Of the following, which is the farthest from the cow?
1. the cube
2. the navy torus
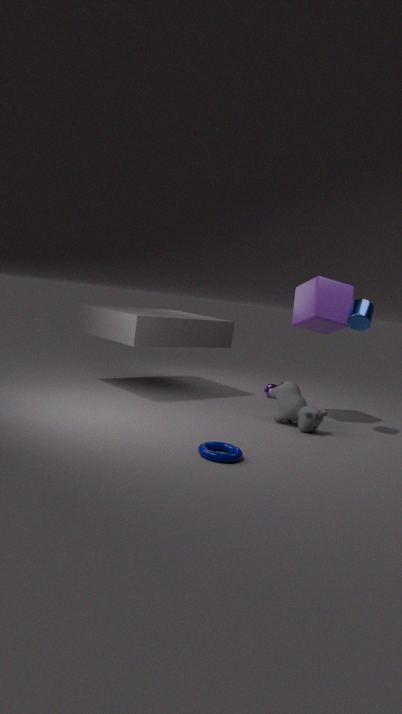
the navy torus
